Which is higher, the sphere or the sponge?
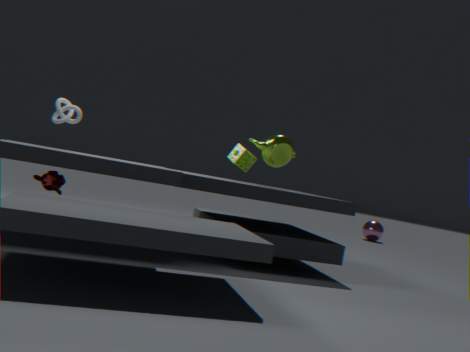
the sponge
